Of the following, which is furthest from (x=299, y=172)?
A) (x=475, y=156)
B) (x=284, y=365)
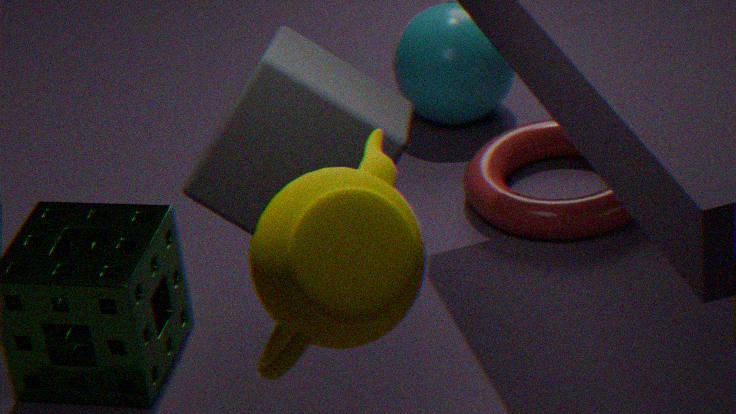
(x=475, y=156)
